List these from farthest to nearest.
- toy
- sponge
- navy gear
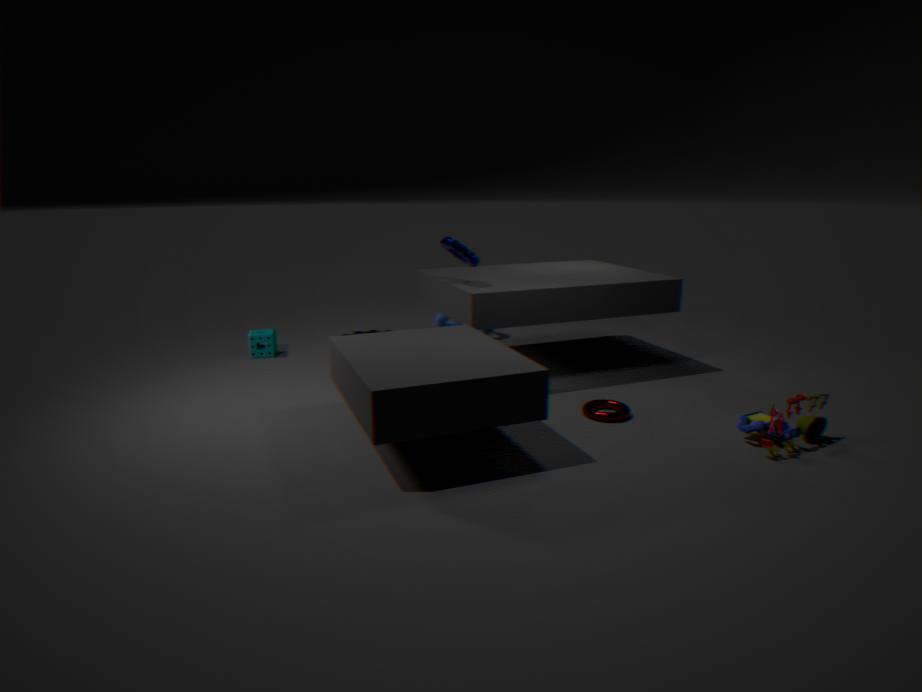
1. sponge
2. navy gear
3. toy
